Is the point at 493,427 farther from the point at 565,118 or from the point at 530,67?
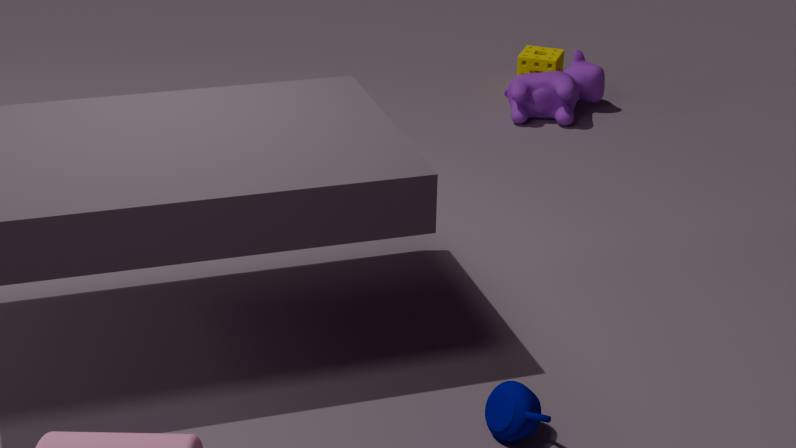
the point at 530,67
